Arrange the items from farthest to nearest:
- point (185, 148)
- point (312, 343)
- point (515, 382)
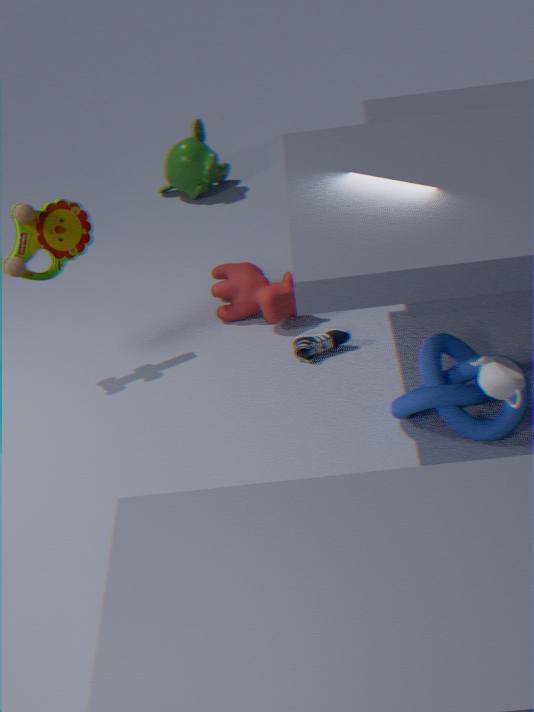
1. point (185, 148)
2. point (312, 343)
3. point (515, 382)
